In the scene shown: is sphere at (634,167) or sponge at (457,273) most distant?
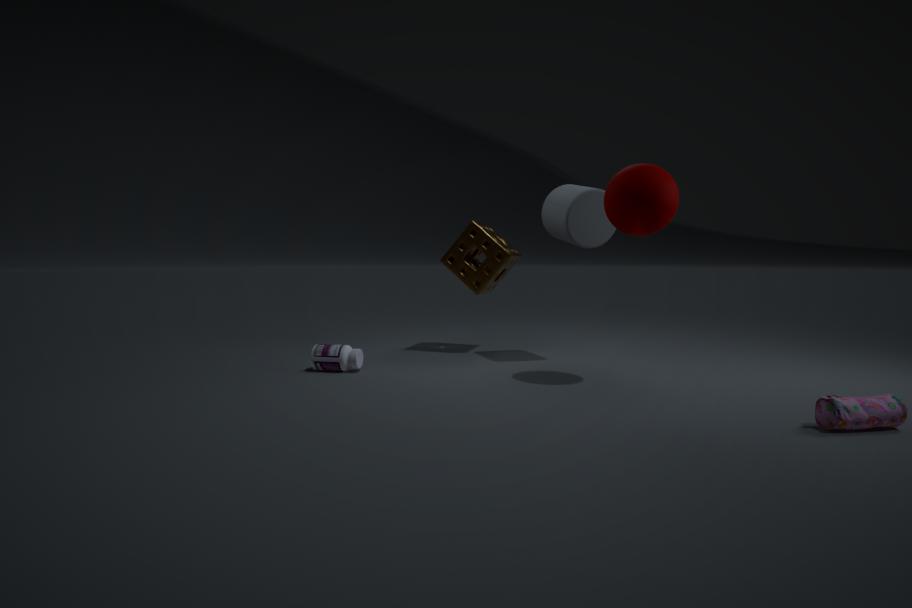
sponge at (457,273)
